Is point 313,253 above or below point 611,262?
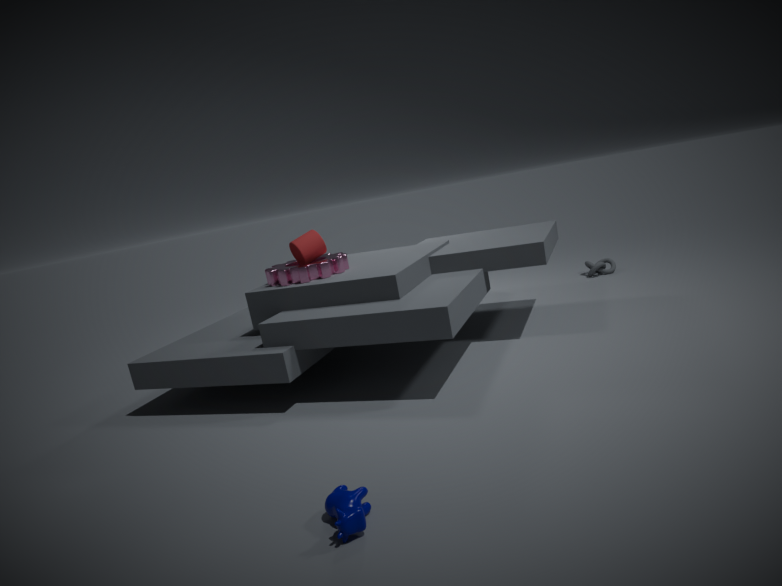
above
